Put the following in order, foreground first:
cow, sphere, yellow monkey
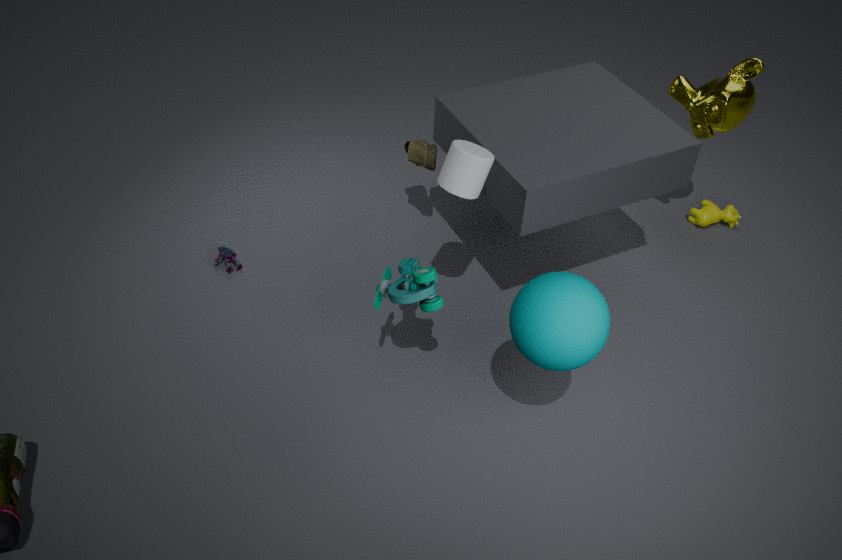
1. sphere
2. yellow monkey
3. cow
